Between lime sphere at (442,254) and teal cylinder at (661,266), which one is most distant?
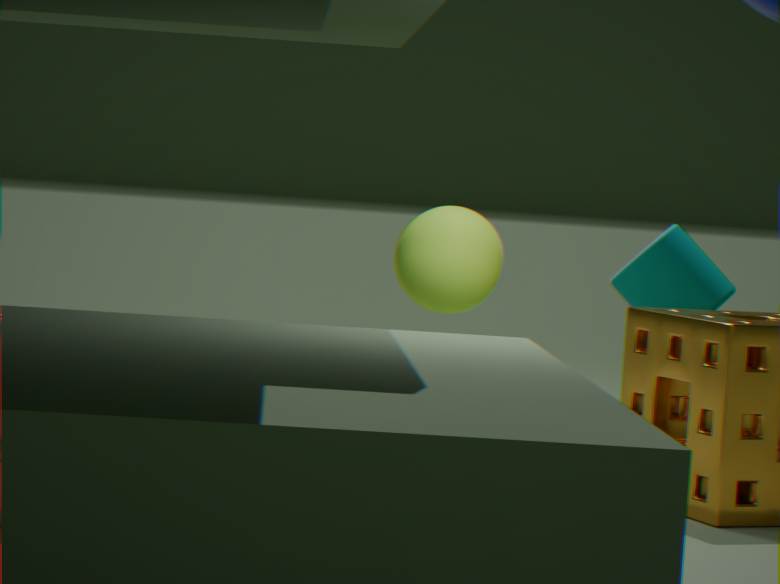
teal cylinder at (661,266)
